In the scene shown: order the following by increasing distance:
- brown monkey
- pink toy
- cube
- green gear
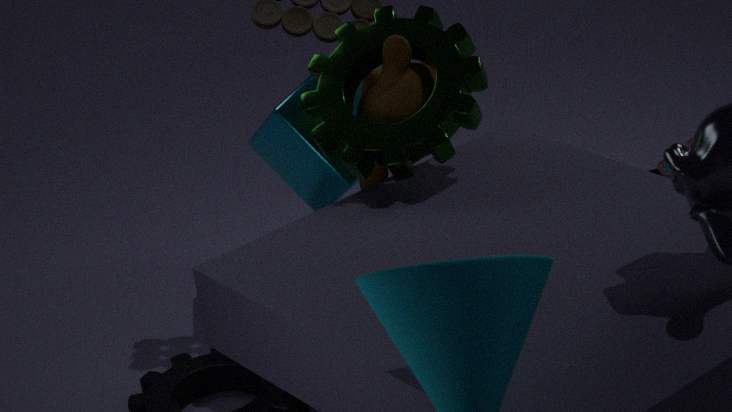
1. green gear
2. brown monkey
3. pink toy
4. cube
